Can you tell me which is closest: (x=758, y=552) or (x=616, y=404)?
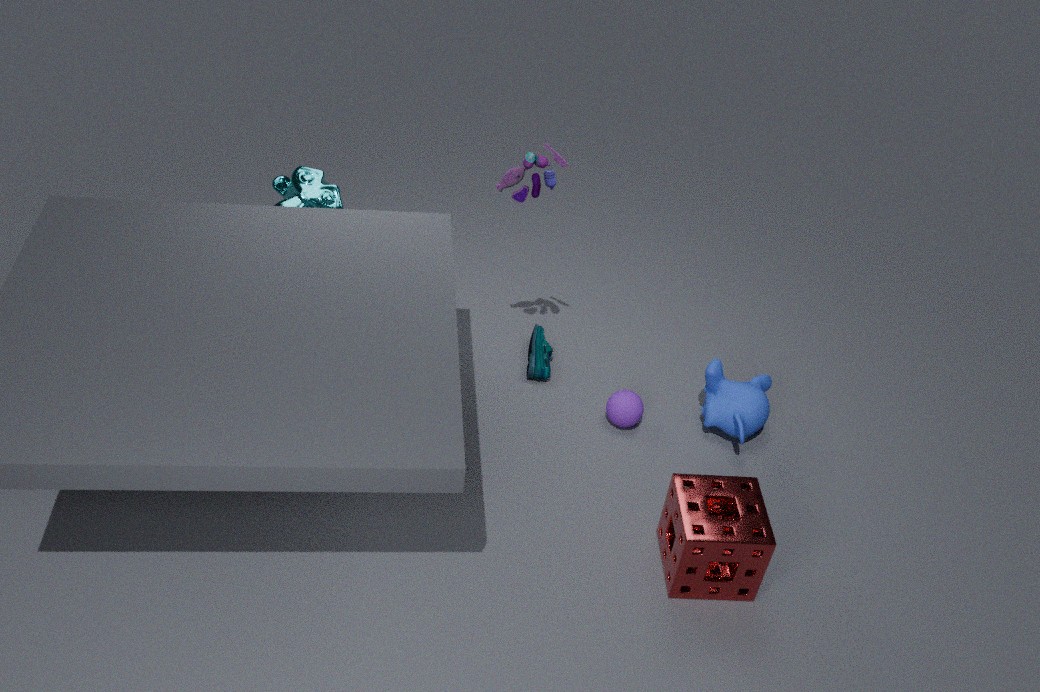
(x=758, y=552)
